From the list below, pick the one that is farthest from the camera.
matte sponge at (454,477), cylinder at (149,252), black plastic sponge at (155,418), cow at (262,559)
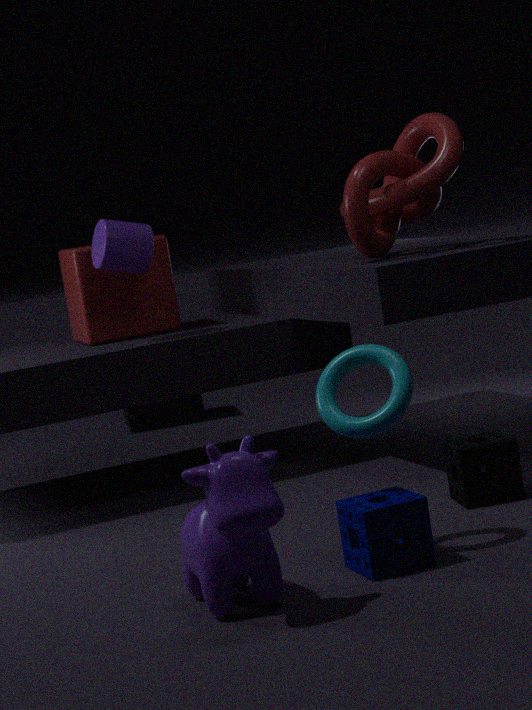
black plastic sponge at (155,418)
